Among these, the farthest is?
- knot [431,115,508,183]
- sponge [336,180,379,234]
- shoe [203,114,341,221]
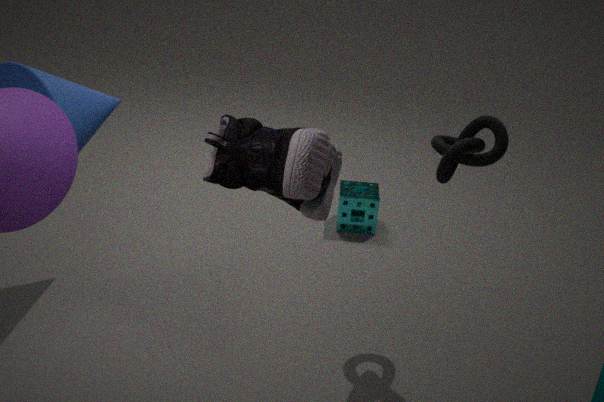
sponge [336,180,379,234]
